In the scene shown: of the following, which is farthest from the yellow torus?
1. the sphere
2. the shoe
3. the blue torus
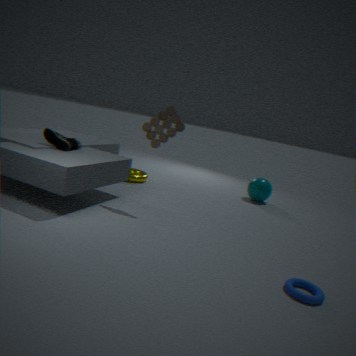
the blue torus
